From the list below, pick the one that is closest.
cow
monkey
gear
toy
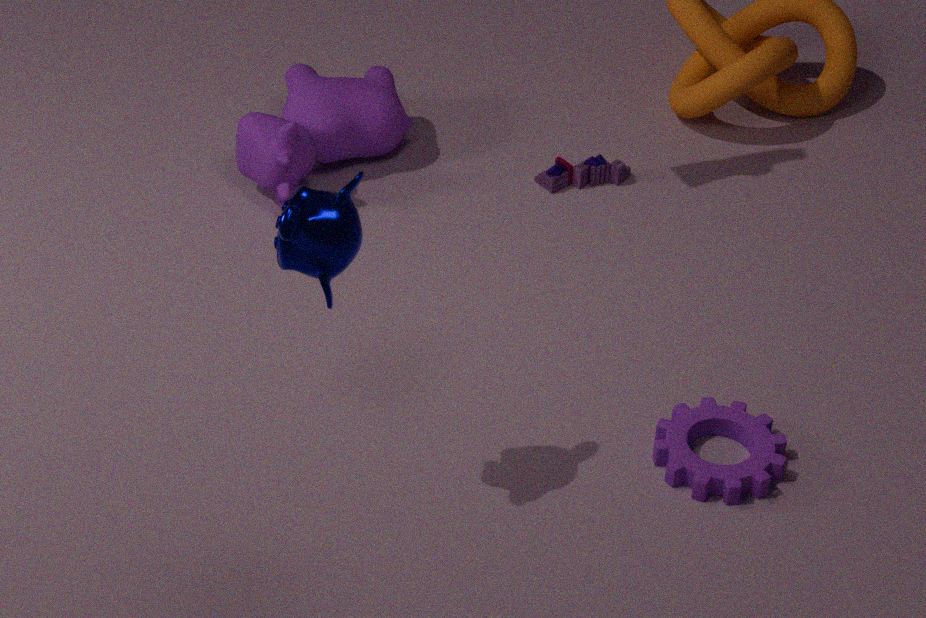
monkey
